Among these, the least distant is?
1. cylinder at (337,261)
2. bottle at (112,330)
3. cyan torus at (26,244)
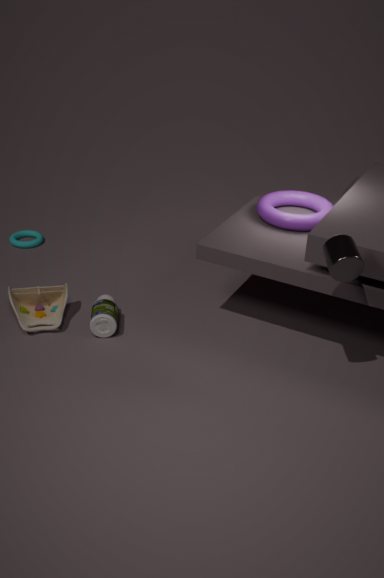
cylinder at (337,261)
